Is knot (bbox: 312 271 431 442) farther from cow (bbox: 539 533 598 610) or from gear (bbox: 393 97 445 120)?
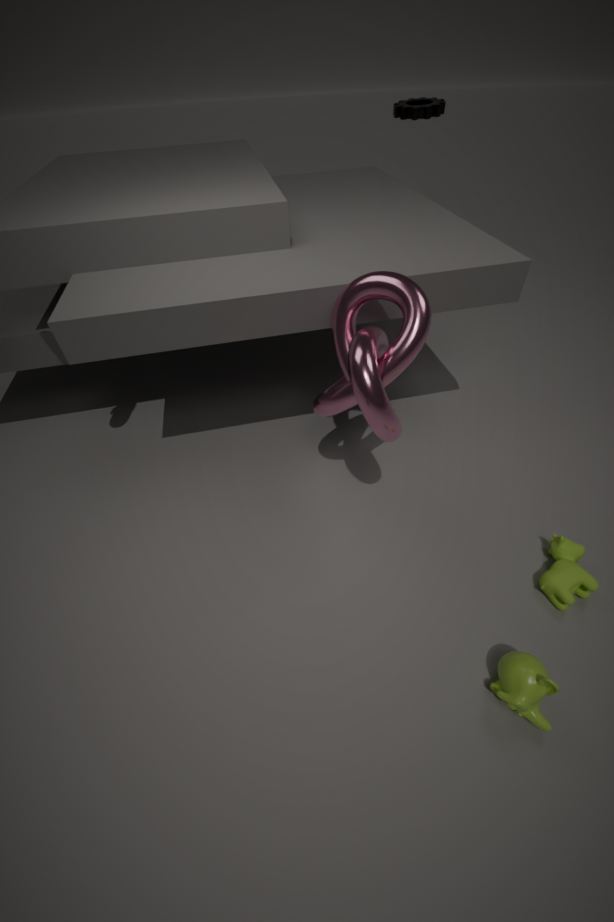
gear (bbox: 393 97 445 120)
